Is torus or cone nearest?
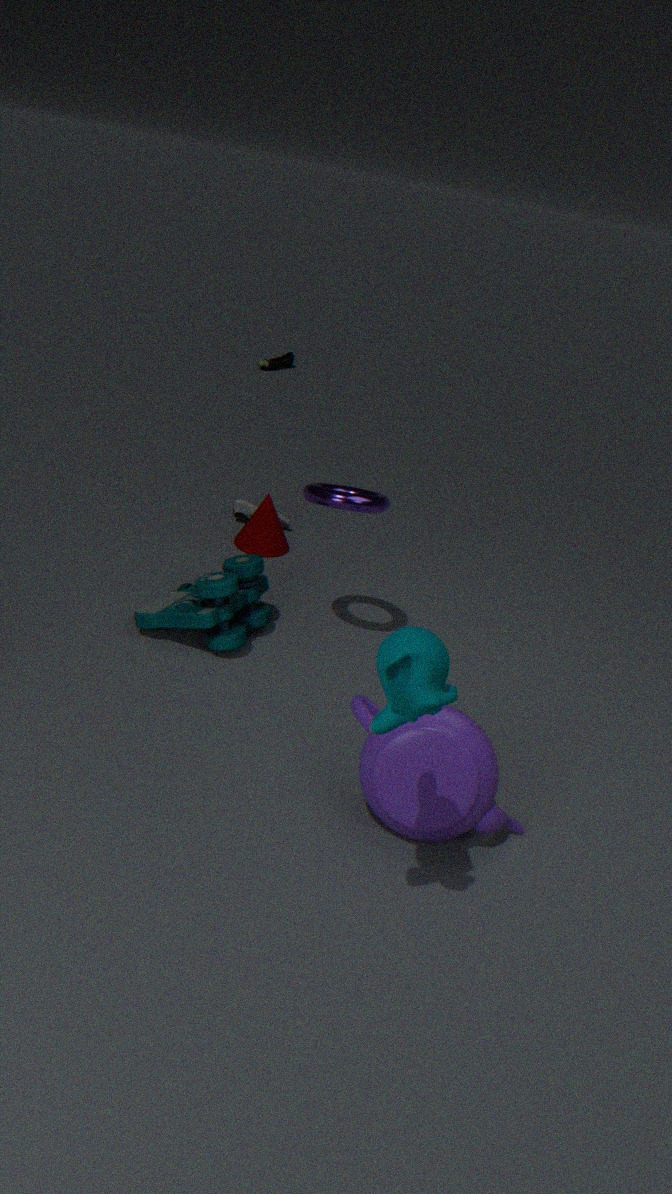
torus
